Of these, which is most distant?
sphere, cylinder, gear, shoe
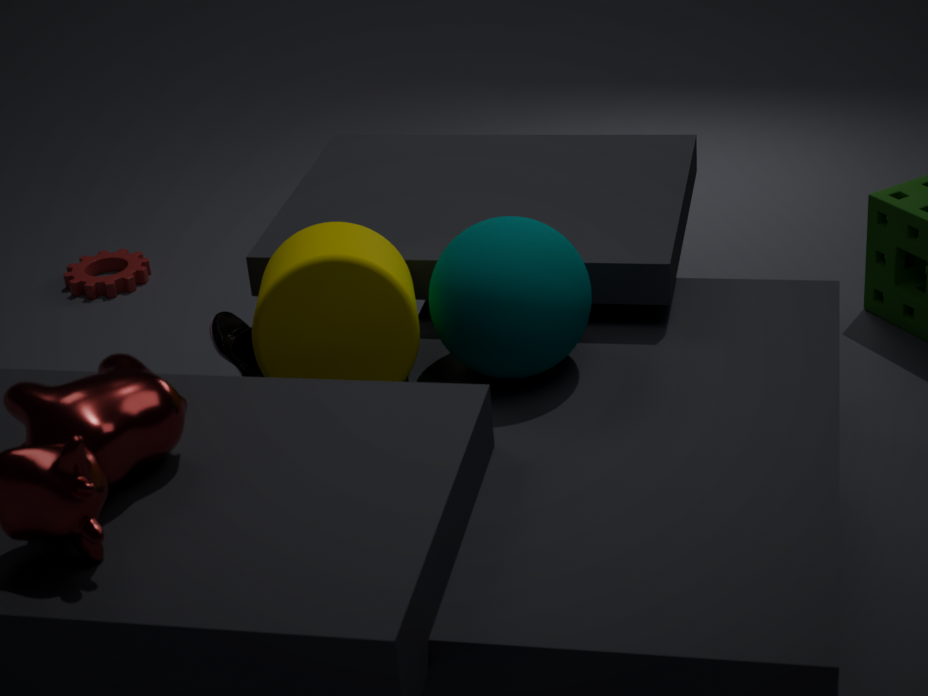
gear
